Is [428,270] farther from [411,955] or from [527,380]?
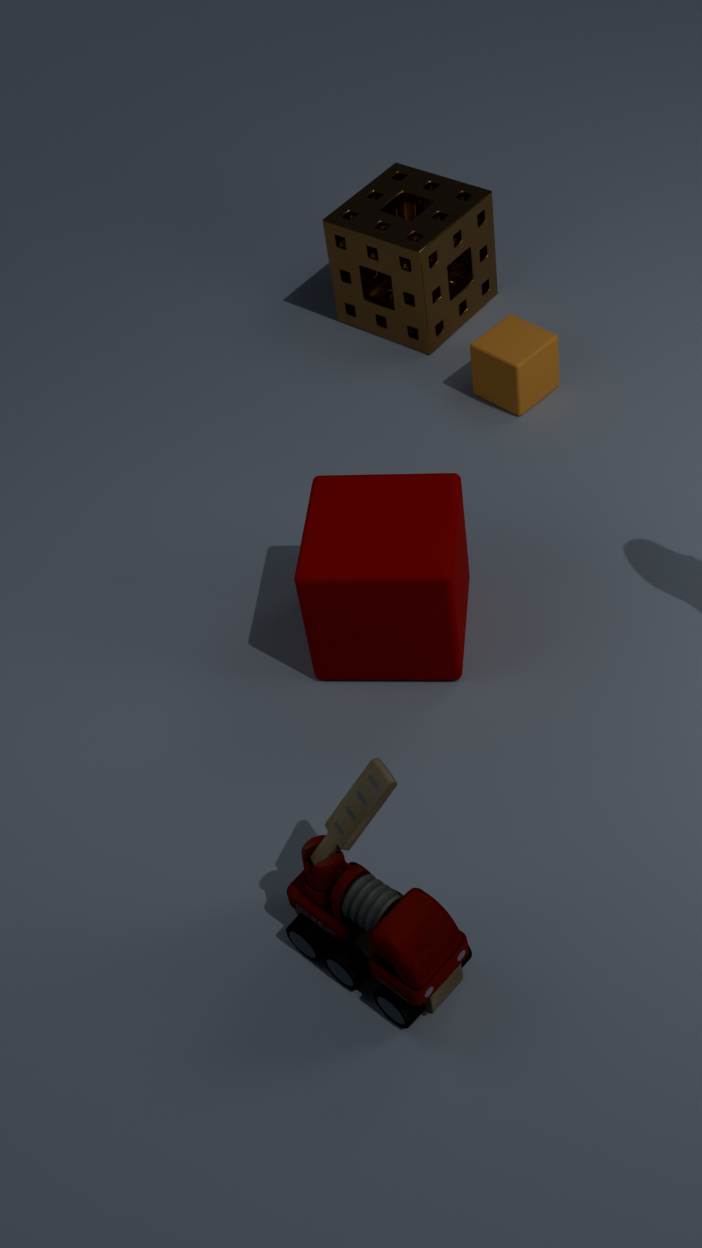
[411,955]
